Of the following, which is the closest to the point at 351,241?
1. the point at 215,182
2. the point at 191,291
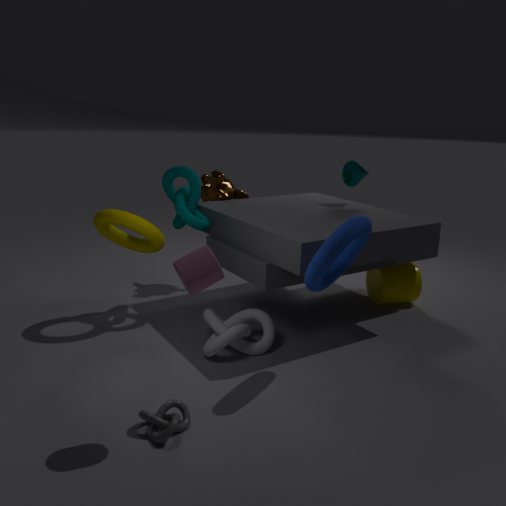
the point at 191,291
